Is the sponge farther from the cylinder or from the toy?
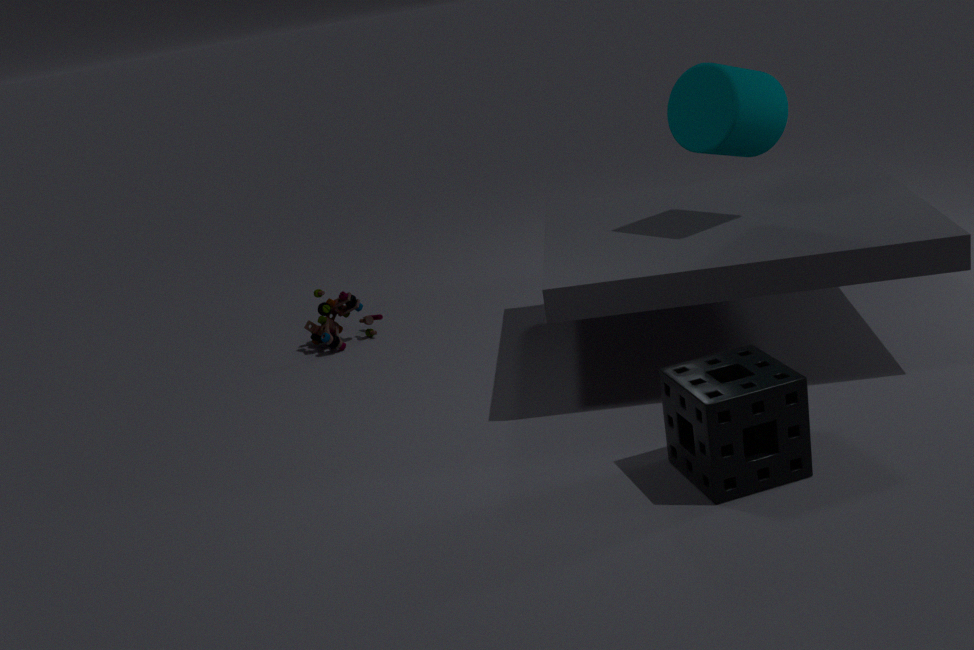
the toy
